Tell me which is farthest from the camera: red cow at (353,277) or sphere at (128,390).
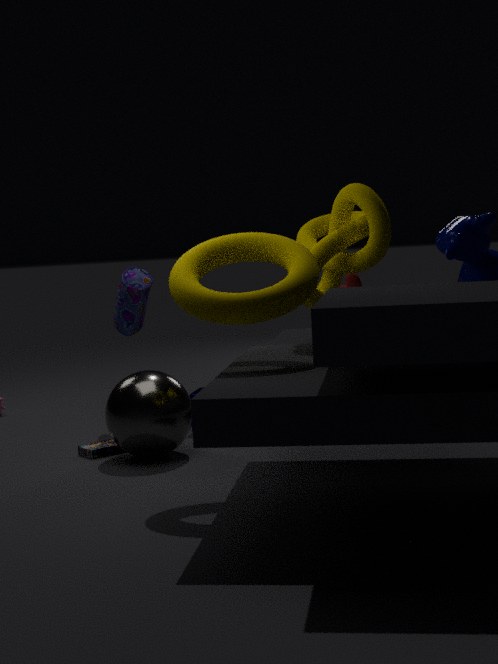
red cow at (353,277)
